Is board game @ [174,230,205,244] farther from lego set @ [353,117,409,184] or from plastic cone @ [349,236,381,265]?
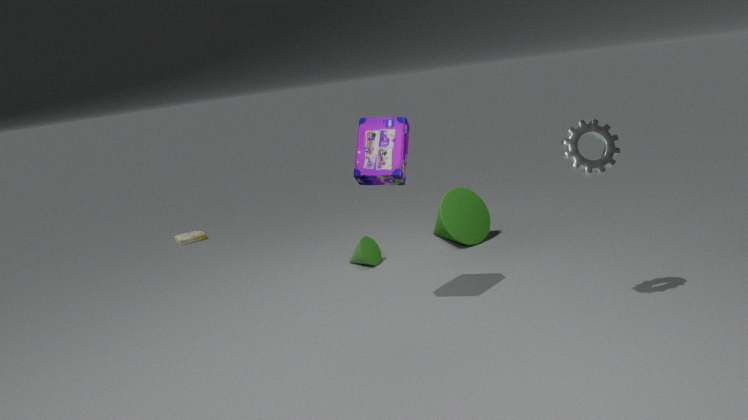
lego set @ [353,117,409,184]
